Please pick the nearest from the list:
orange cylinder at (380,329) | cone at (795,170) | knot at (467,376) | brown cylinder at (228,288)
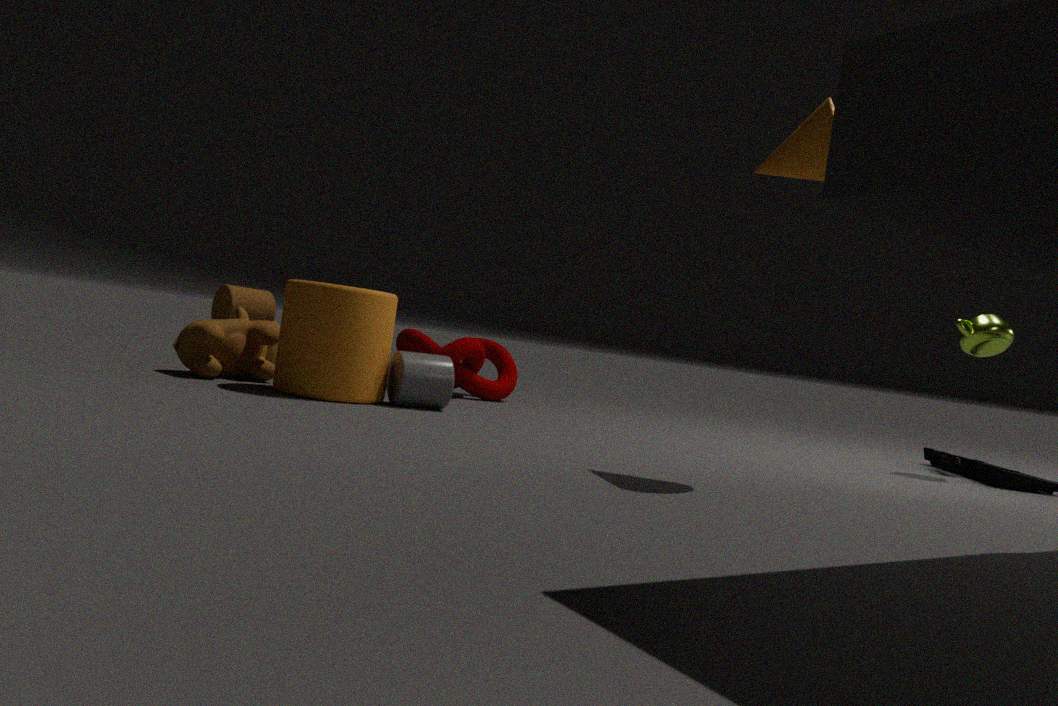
cone at (795,170)
